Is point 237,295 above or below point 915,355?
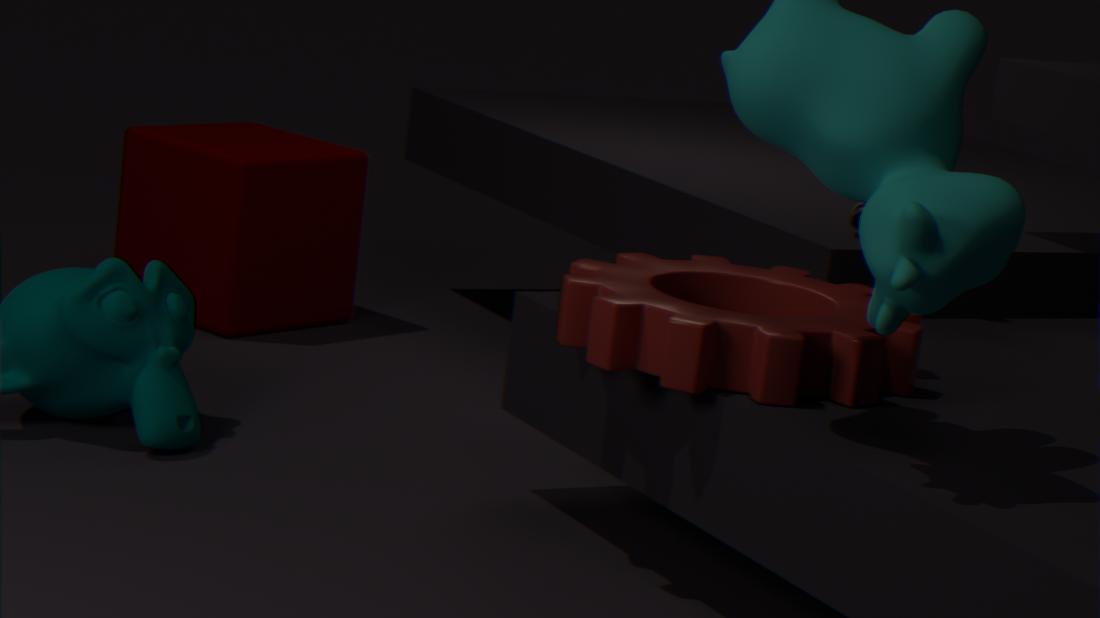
below
